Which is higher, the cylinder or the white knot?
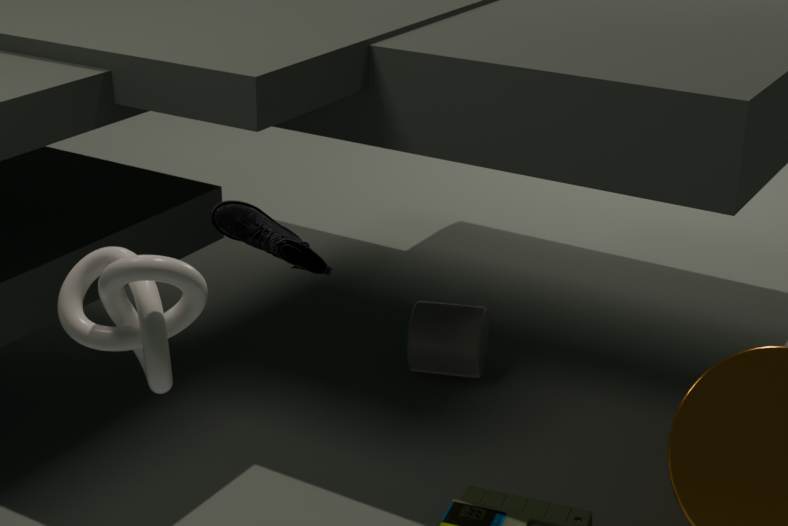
the white knot
